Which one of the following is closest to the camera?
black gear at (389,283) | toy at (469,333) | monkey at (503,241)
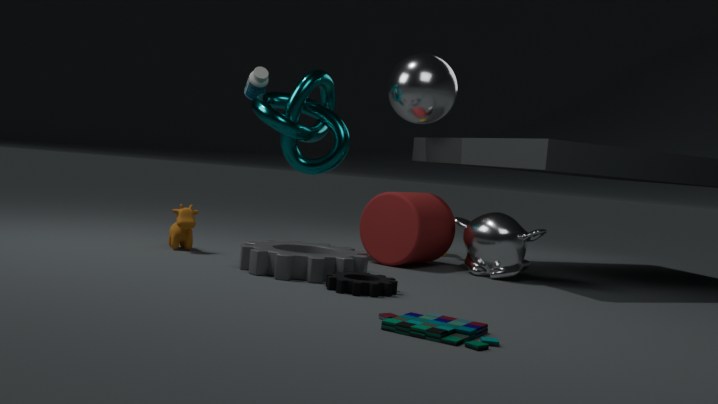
toy at (469,333)
